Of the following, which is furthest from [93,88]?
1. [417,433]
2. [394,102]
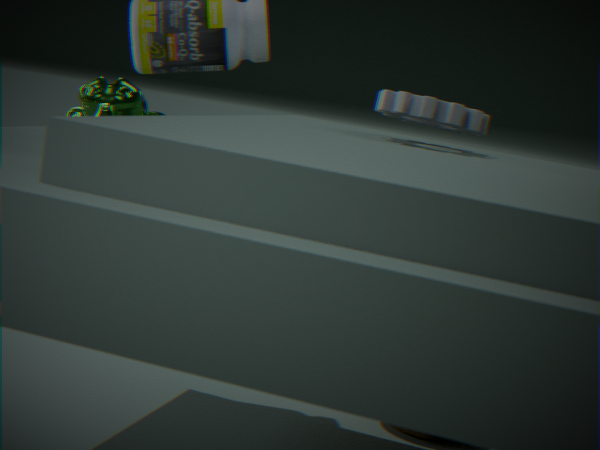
[417,433]
